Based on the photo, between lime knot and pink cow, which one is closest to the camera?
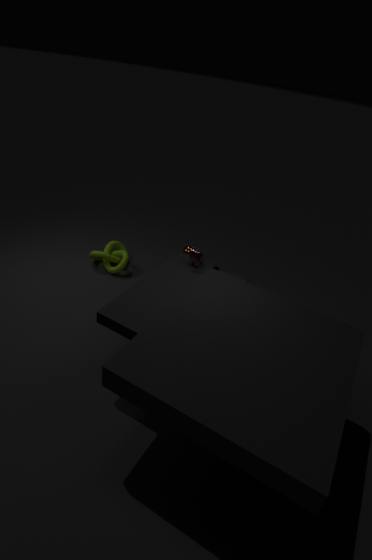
pink cow
